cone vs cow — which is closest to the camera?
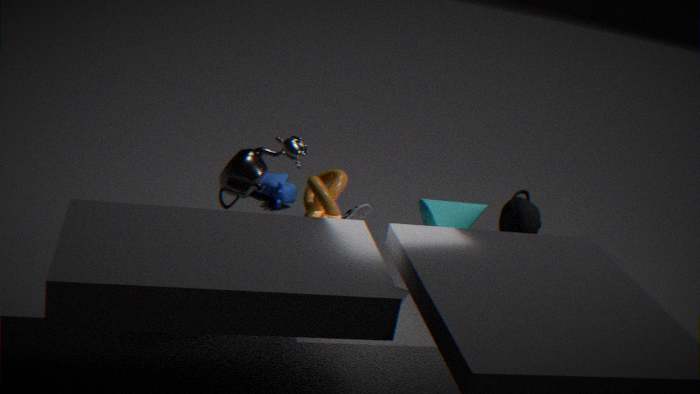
cone
